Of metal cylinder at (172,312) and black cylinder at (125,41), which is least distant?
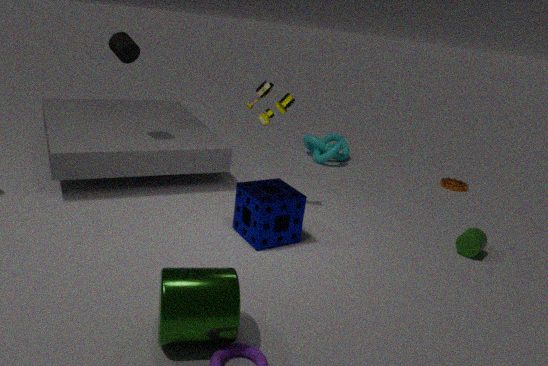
metal cylinder at (172,312)
